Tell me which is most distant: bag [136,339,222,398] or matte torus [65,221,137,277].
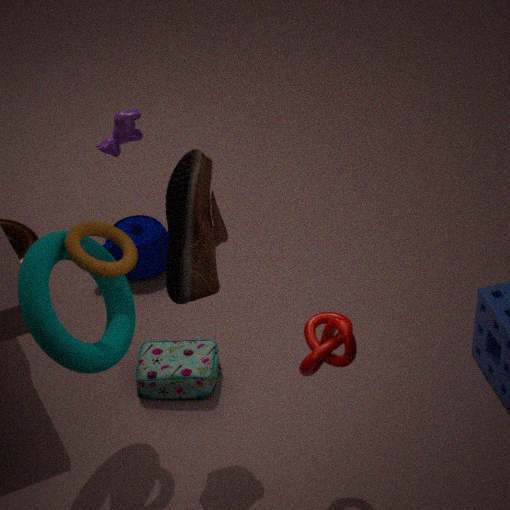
bag [136,339,222,398]
